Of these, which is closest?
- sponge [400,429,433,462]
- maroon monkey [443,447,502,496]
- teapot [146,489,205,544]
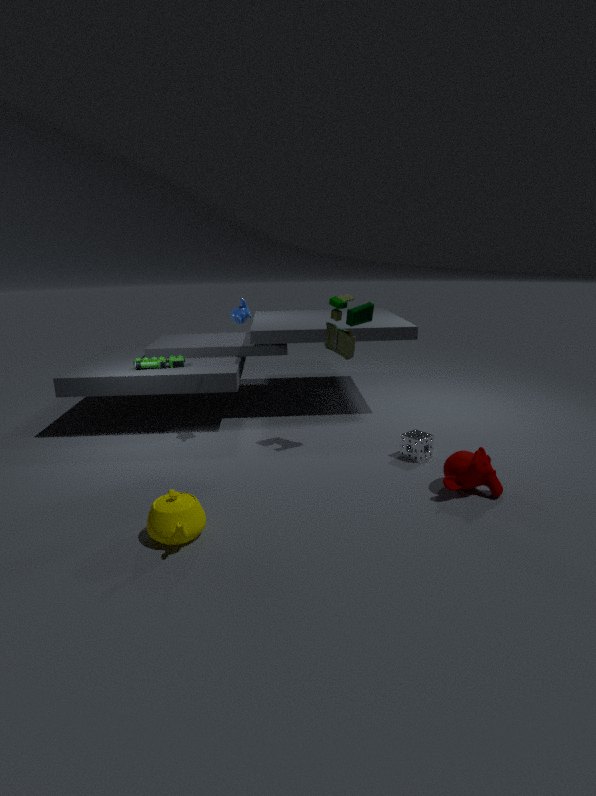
teapot [146,489,205,544]
